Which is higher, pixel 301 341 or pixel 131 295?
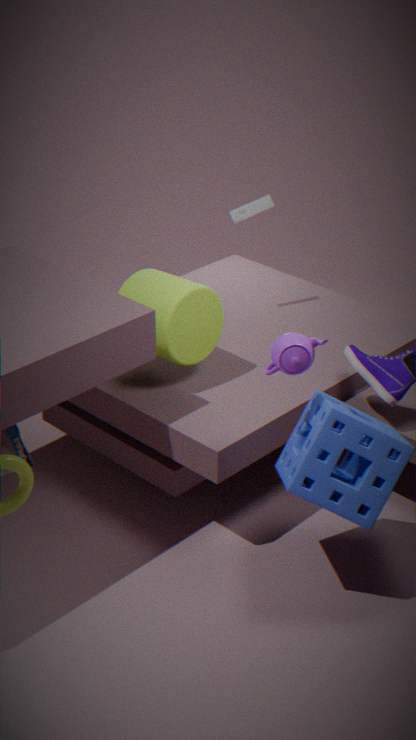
pixel 301 341
